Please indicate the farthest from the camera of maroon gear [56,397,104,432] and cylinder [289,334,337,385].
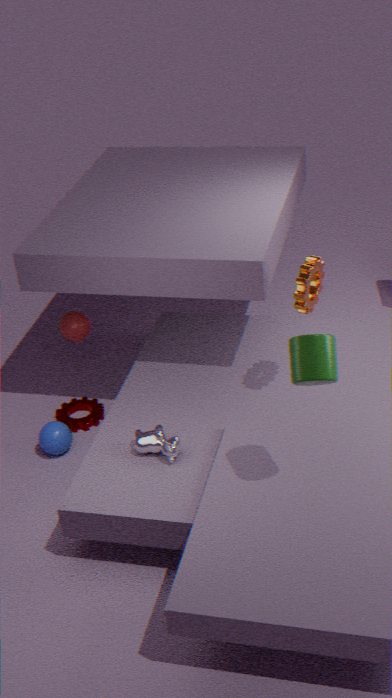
maroon gear [56,397,104,432]
